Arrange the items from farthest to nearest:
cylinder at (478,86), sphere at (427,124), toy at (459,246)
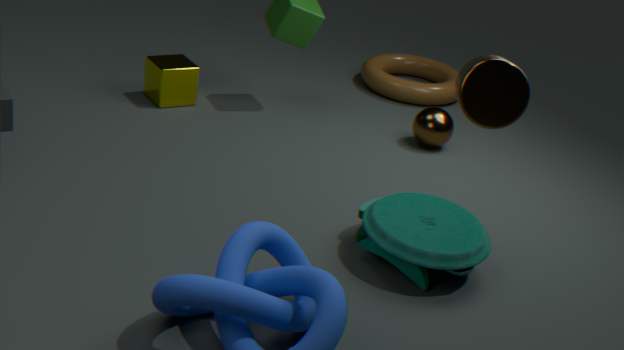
sphere at (427,124), toy at (459,246), cylinder at (478,86)
